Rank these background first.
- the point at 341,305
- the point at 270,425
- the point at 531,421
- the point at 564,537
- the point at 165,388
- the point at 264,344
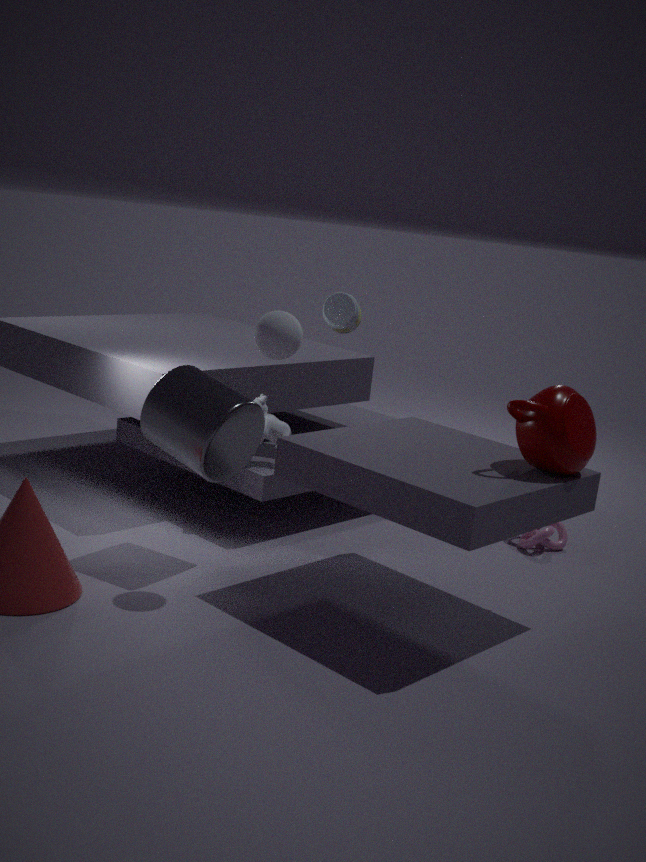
the point at 564,537, the point at 341,305, the point at 270,425, the point at 165,388, the point at 264,344, the point at 531,421
